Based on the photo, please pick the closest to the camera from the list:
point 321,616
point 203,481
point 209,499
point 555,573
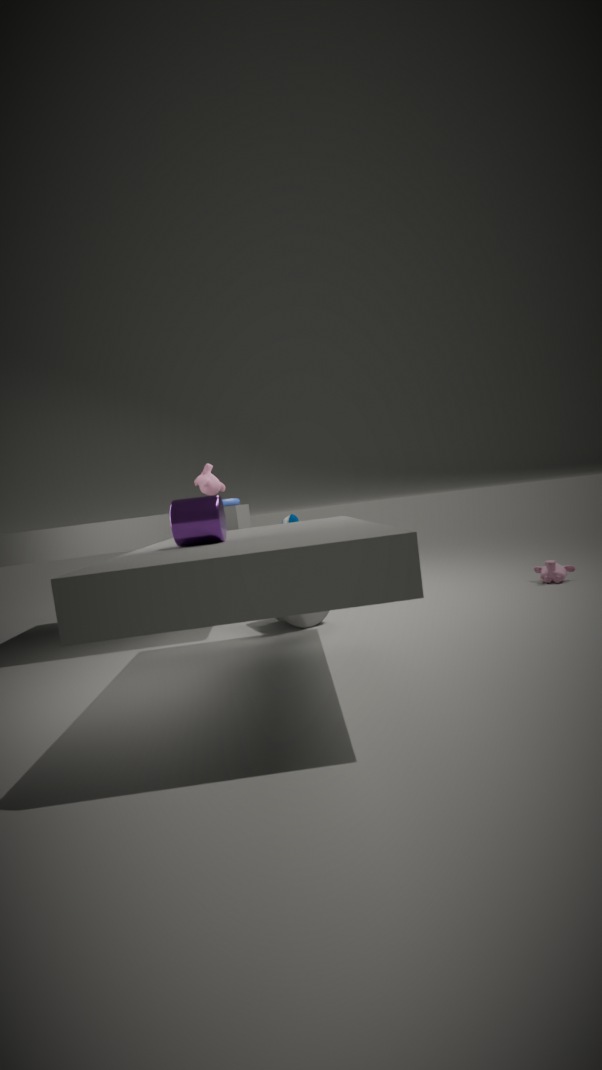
point 209,499
